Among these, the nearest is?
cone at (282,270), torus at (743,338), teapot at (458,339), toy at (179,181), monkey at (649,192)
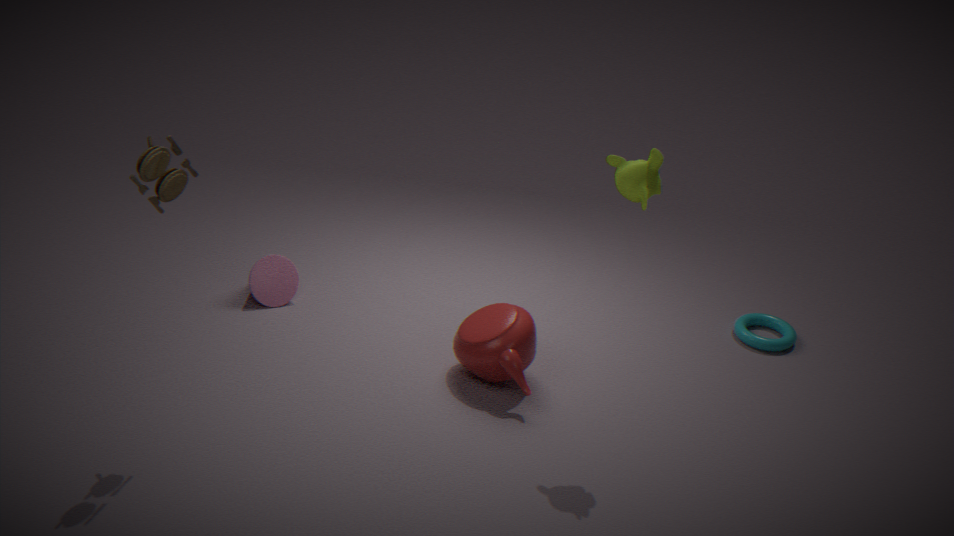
toy at (179,181)
